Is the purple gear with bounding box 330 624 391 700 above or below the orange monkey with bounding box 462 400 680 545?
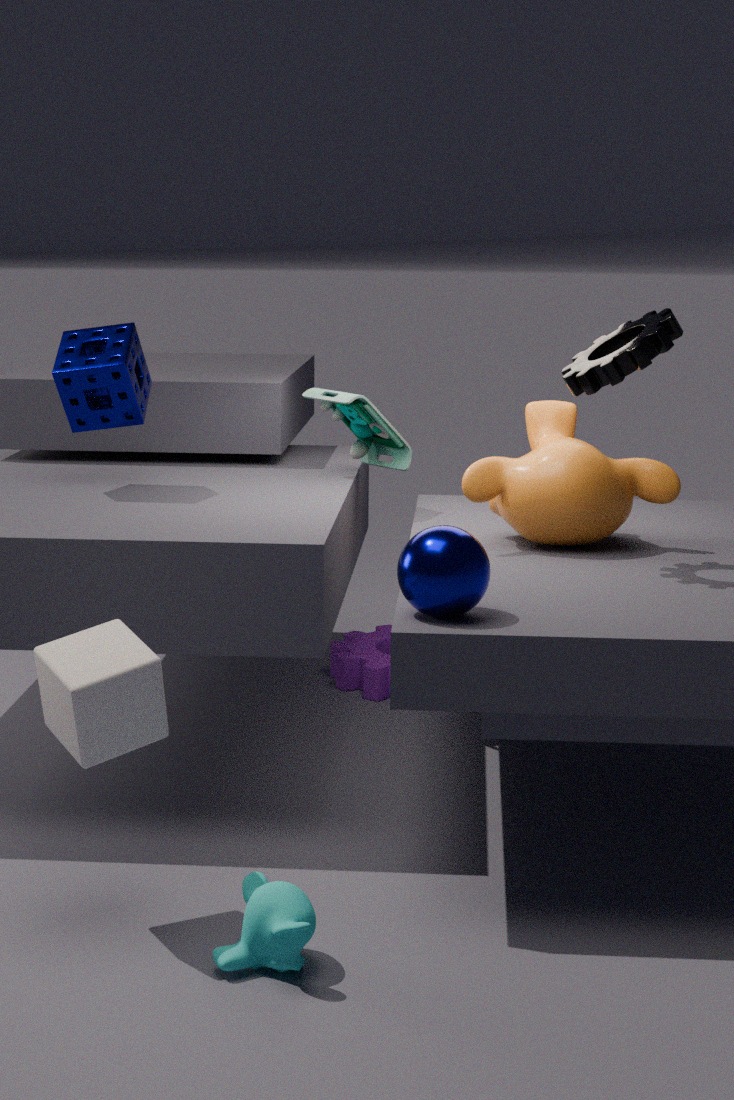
below
